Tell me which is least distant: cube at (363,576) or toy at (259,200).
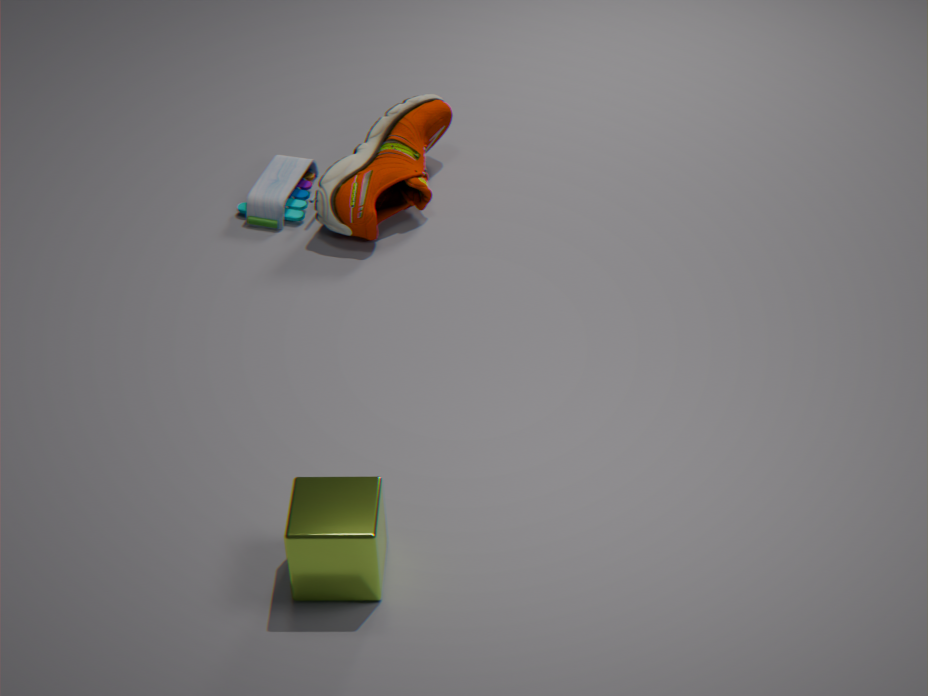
cube at (363,576)
